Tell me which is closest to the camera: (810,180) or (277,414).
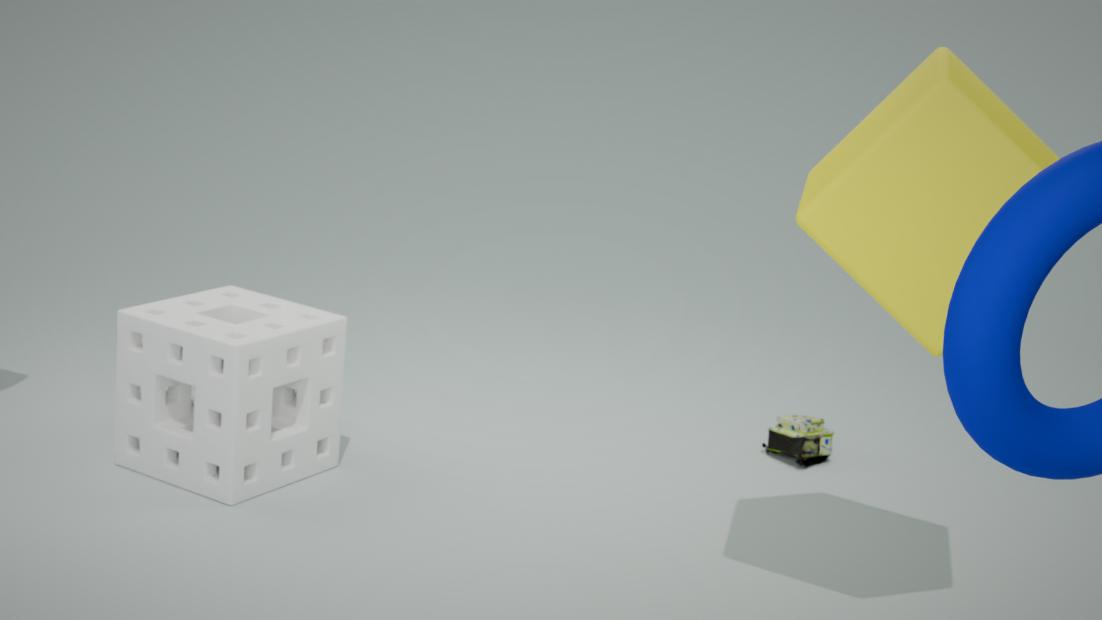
(810,180)
